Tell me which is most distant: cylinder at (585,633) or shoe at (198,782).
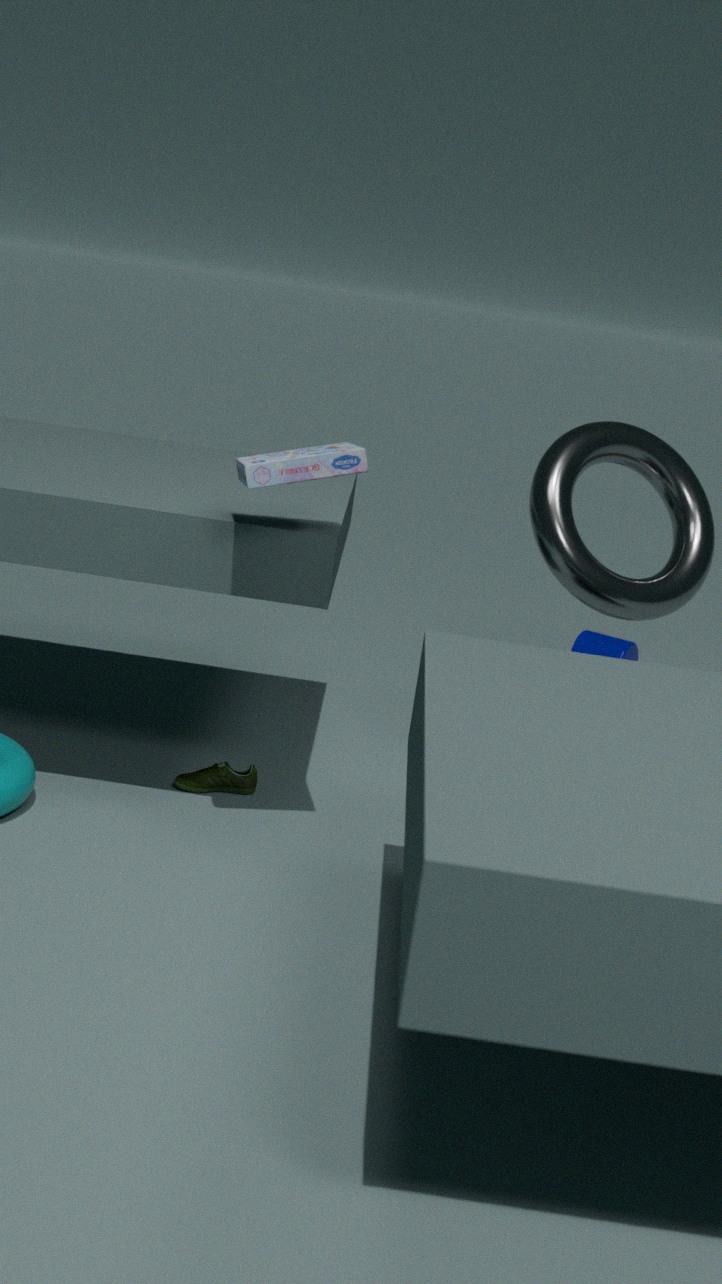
cylinder at (585,633)
